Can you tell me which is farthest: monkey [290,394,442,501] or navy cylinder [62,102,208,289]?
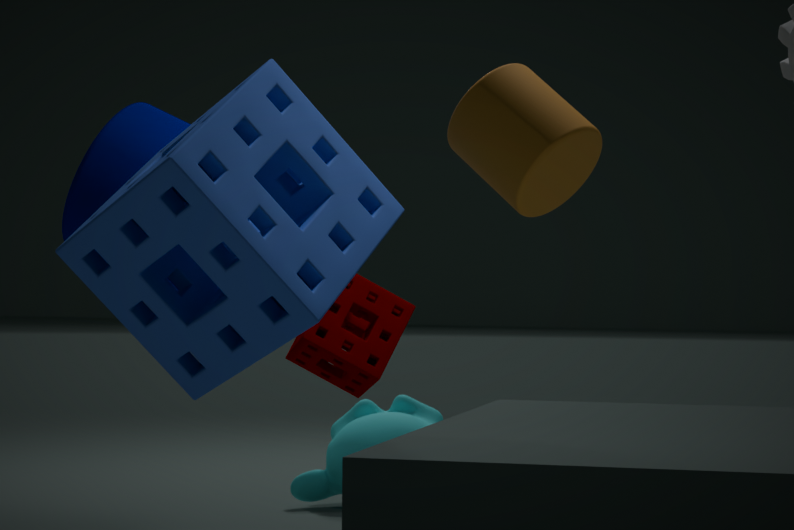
monkey [290,394,442,501]
